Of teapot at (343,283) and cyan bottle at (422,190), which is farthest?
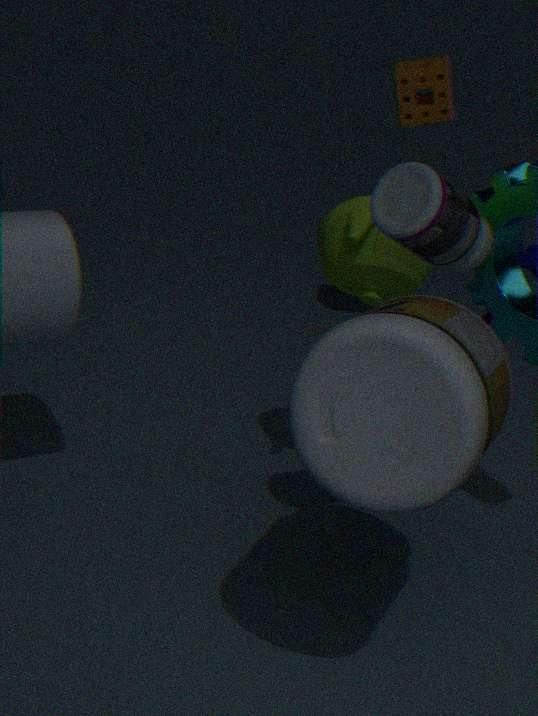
teapot at (343,283)
